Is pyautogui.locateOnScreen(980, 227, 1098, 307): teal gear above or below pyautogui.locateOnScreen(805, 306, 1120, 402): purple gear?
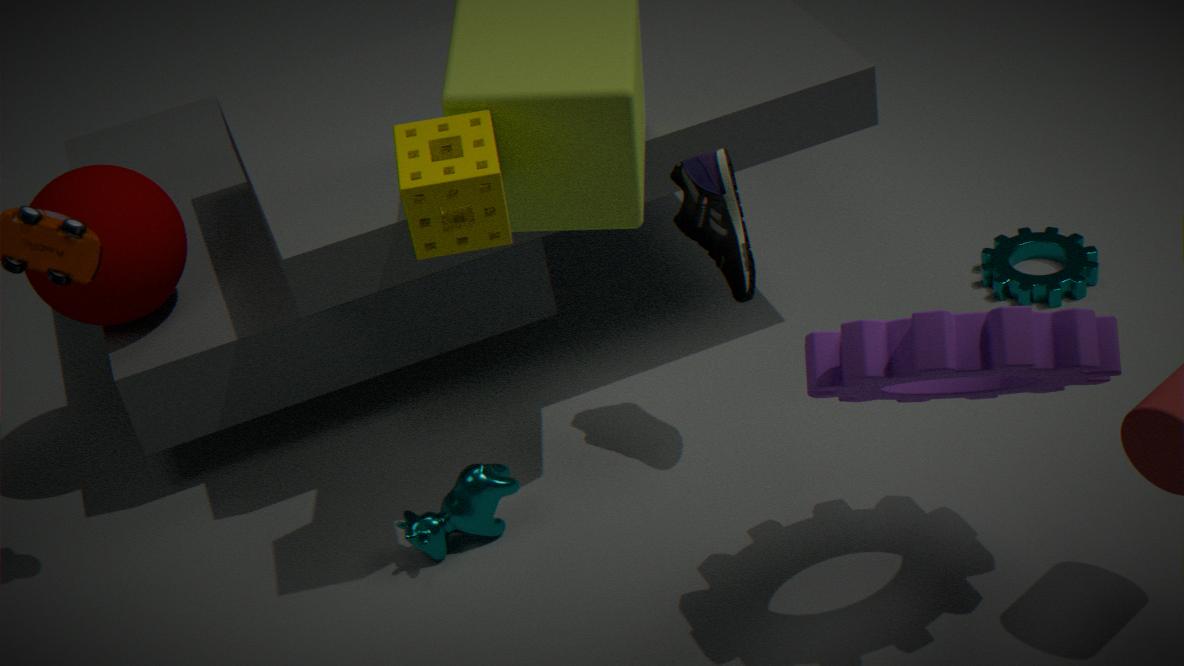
below
